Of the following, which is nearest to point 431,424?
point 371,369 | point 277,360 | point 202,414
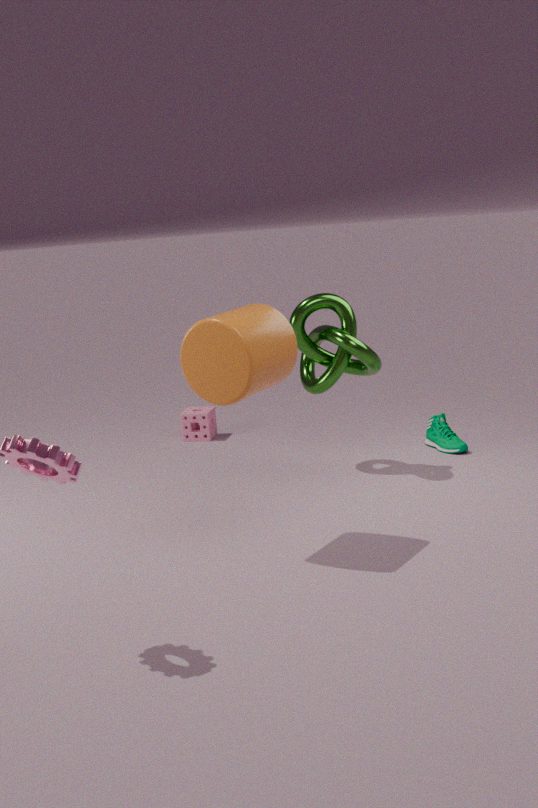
point 371,369
